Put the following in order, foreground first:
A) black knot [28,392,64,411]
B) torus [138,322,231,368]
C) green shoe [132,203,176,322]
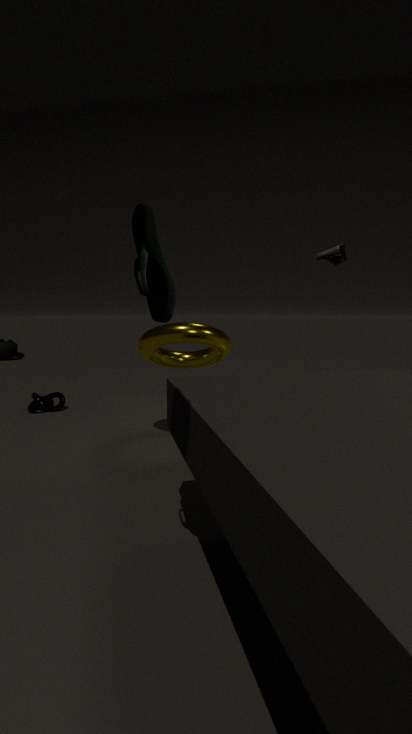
green shoe [132,203,176,322] < torus [138,322,231,368] < black knot [28,392,64,411]
